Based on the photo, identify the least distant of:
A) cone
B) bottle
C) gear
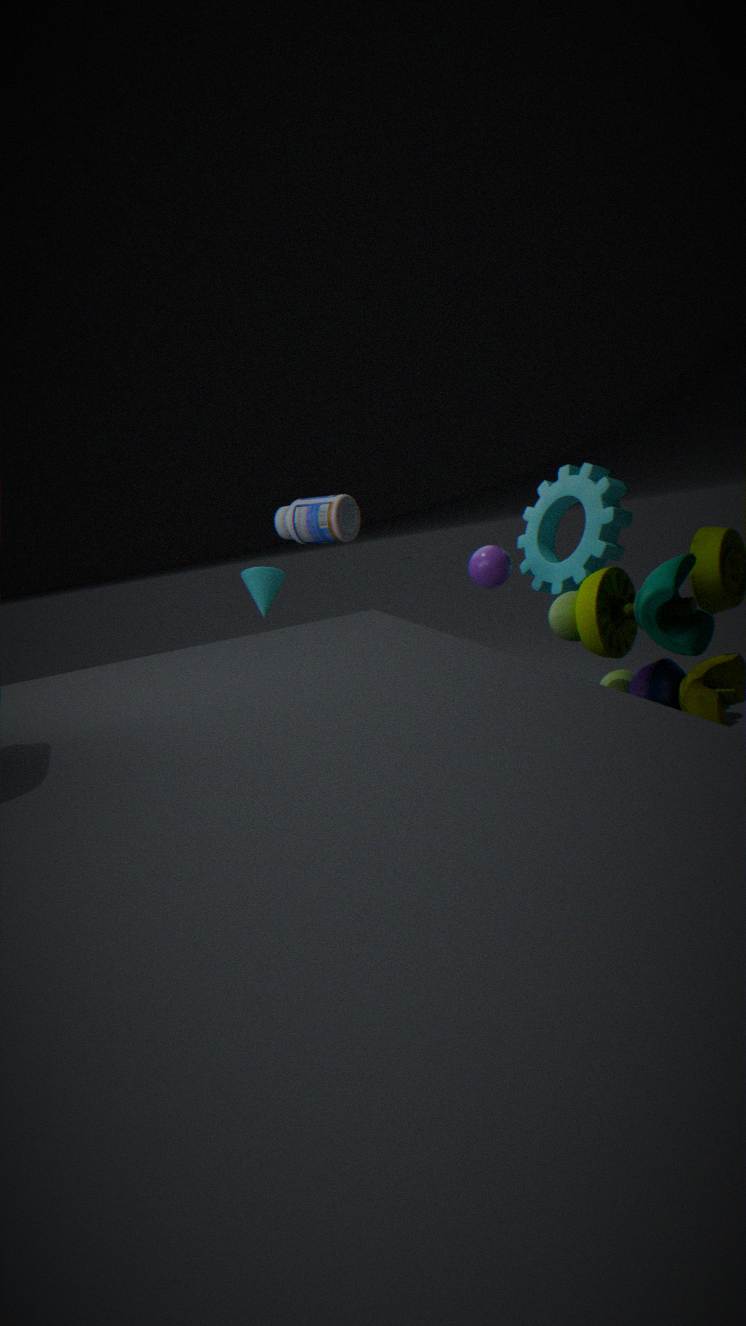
bottle
